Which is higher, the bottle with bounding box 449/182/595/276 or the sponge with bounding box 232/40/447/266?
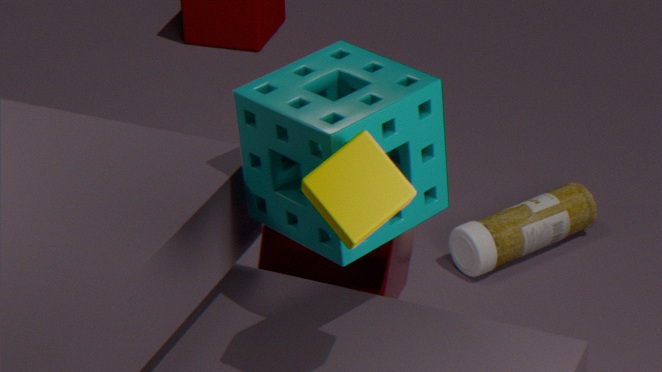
the sponge with bounding box 232/40/447/266
